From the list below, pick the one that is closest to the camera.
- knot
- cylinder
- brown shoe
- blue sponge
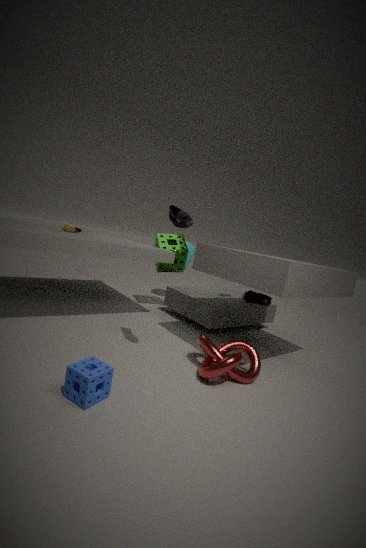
blue sponge
